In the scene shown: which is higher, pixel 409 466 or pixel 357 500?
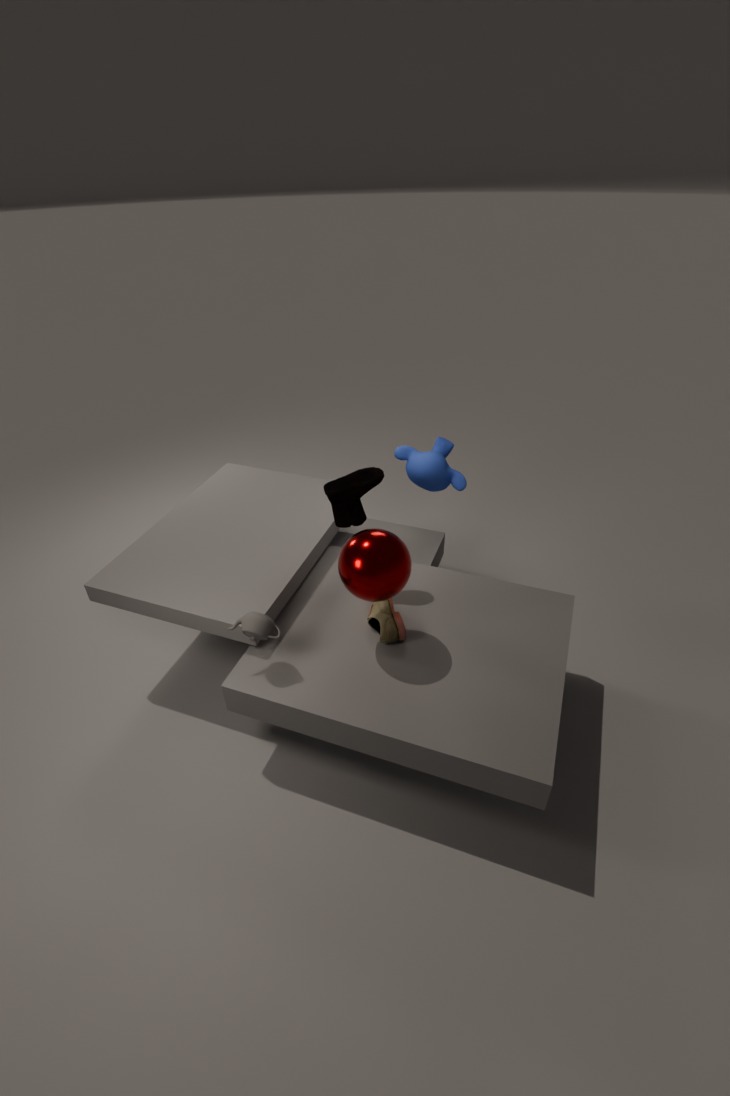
pixel 357 500
